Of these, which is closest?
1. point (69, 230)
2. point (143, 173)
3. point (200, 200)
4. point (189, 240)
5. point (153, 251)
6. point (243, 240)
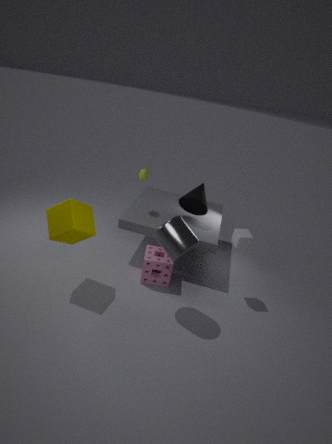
point (189, 240)
